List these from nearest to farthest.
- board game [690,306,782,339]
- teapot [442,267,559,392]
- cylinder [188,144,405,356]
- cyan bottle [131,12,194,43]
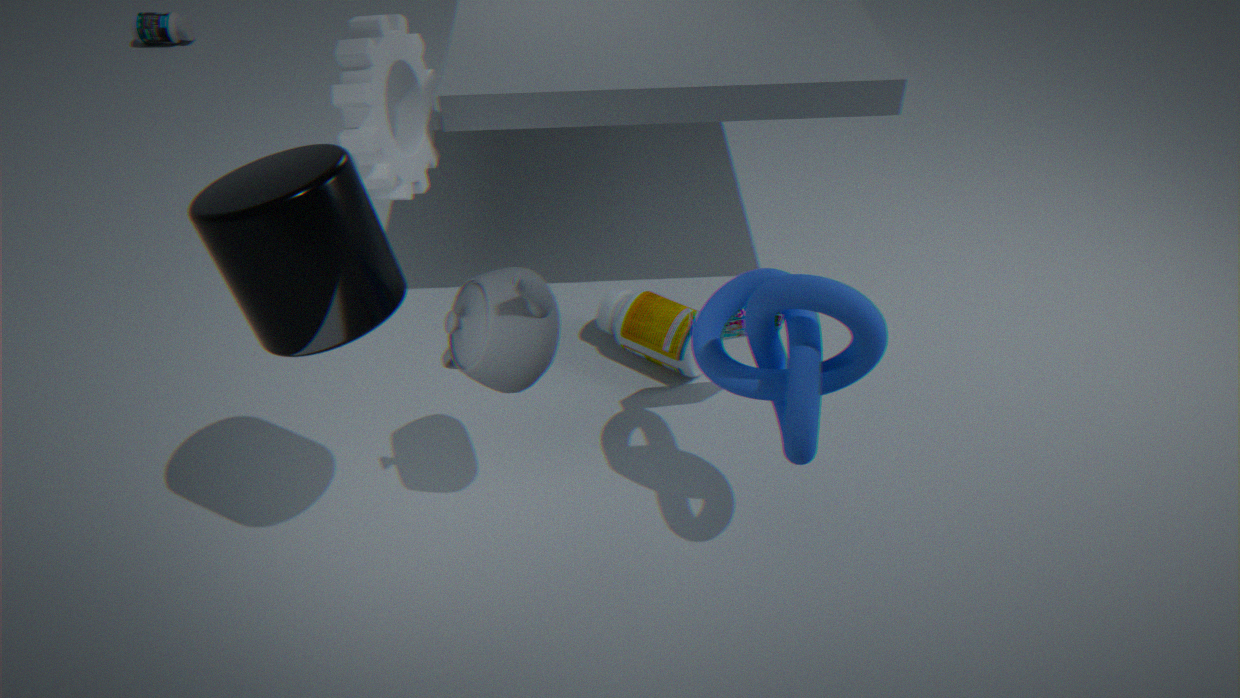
cylinder [188,144,405,356] → teapot [442,267,559,392] → board game [690,306,782,339] → cyan bottle [131,12,194,43]
